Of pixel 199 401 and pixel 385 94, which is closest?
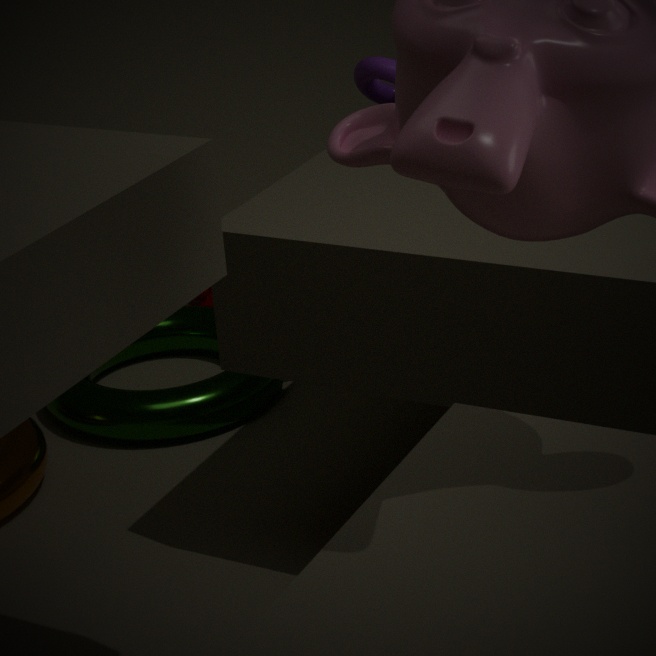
pixel 385 94
